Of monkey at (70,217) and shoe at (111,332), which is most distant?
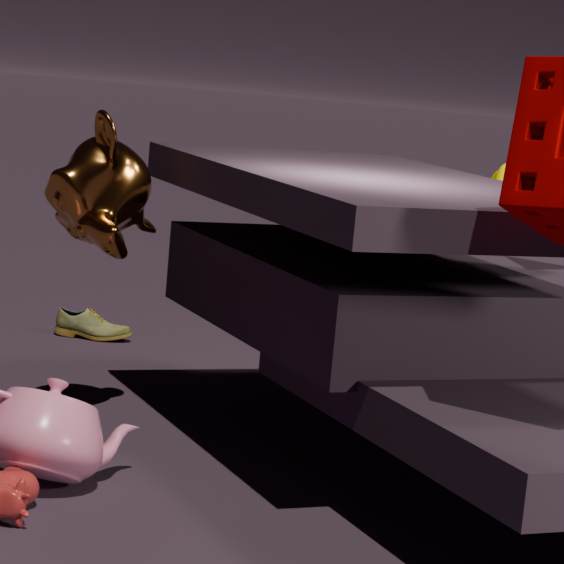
shoe at (111,332)
